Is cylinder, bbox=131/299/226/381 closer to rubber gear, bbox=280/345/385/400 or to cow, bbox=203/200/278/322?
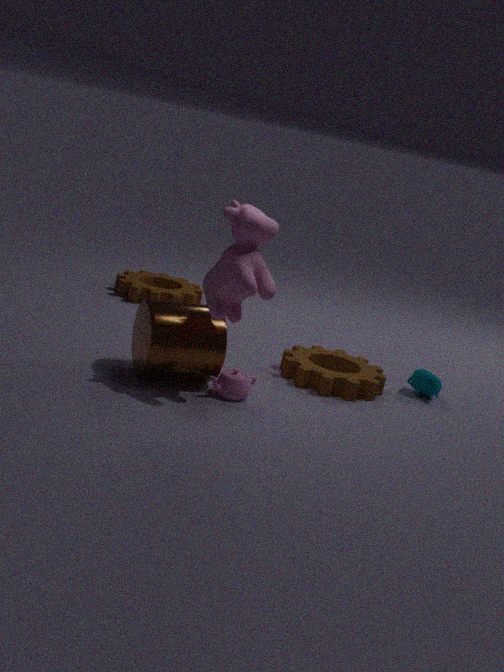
cow, bbox=203/200/278/322
